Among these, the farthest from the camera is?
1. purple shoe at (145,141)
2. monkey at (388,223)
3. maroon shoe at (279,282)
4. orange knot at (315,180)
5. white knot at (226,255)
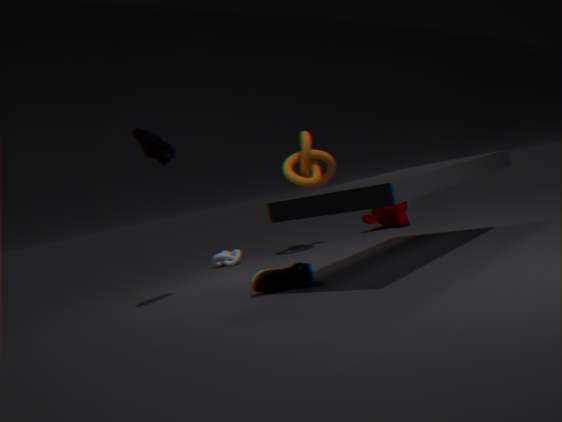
monkey at (388,223)
